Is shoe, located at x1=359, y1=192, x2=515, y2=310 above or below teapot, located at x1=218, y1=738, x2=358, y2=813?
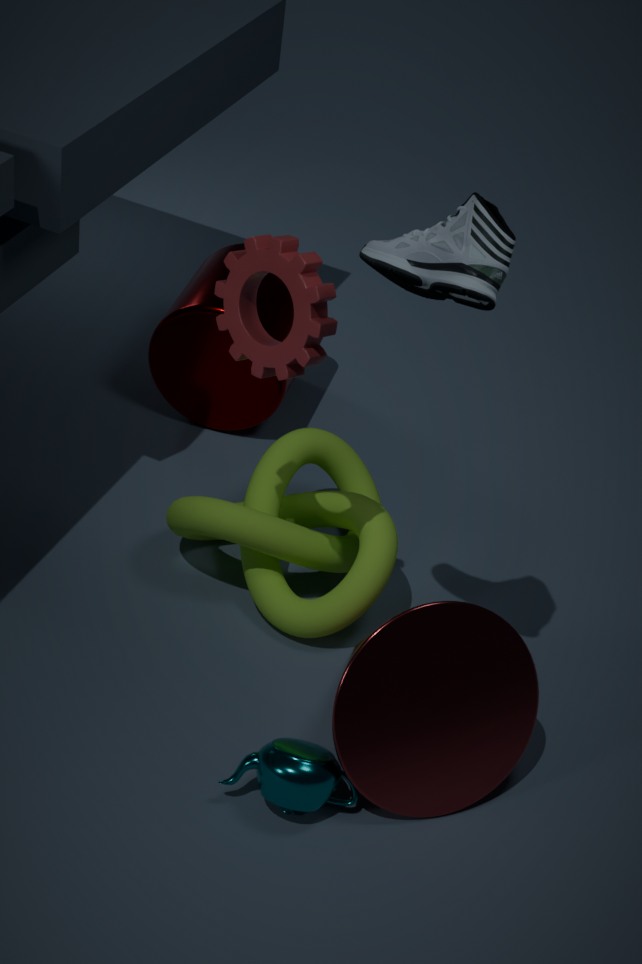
above
